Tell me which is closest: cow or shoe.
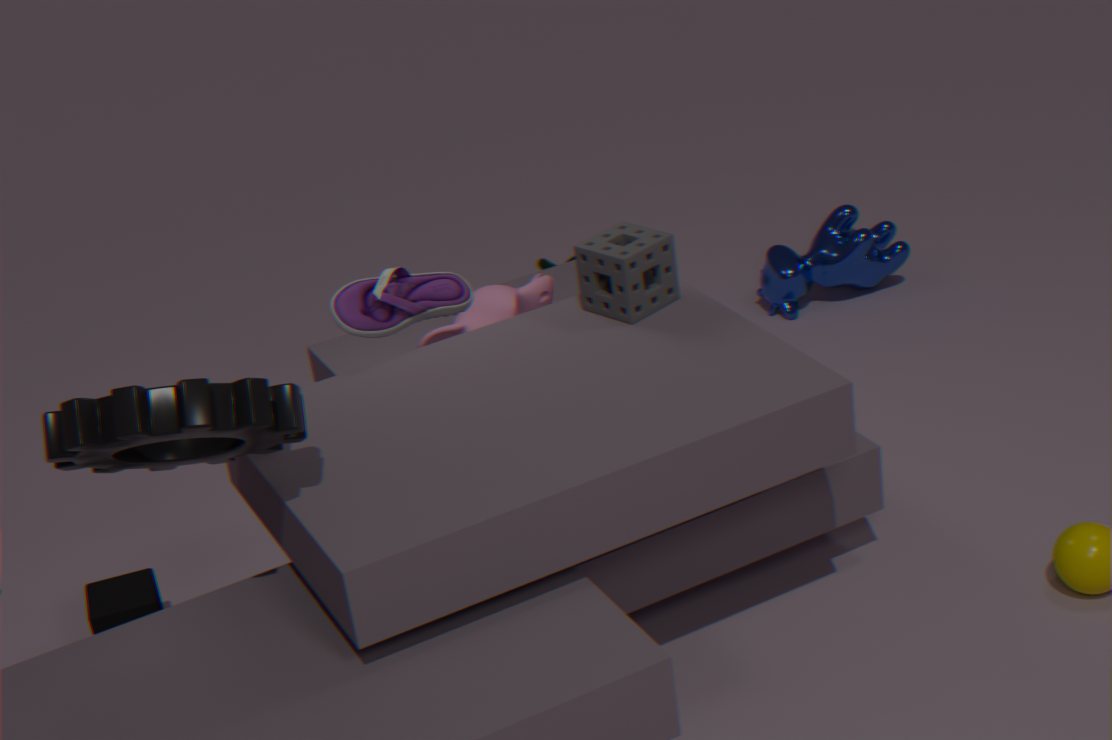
shoe
